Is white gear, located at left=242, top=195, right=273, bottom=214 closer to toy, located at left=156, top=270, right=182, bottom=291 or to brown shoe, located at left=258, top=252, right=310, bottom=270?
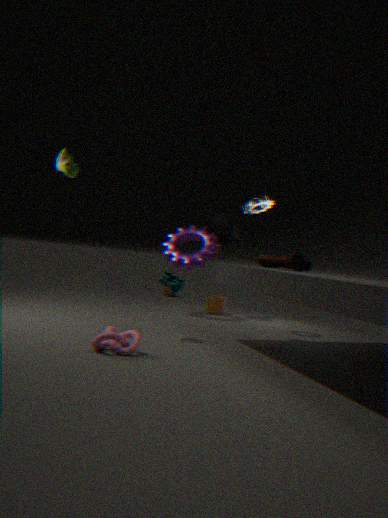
brown shoe, located at left=258, top=252, right=310, bottom=270
